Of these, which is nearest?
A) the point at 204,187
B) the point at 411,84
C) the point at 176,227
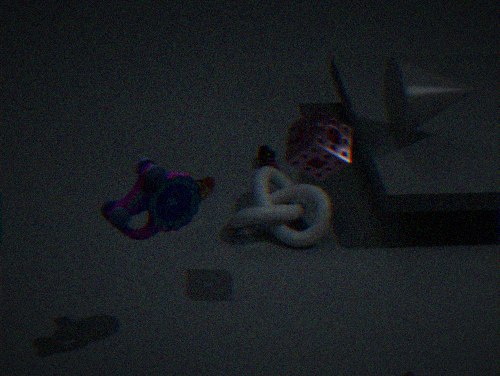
the point at 176,227
